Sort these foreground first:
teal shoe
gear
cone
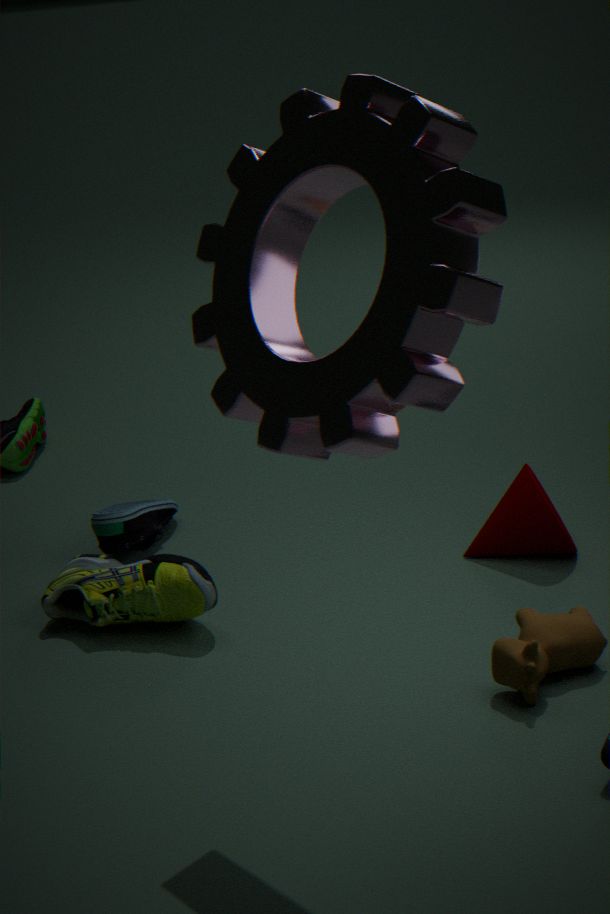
1. gear
2. cone
3. teal shoe
